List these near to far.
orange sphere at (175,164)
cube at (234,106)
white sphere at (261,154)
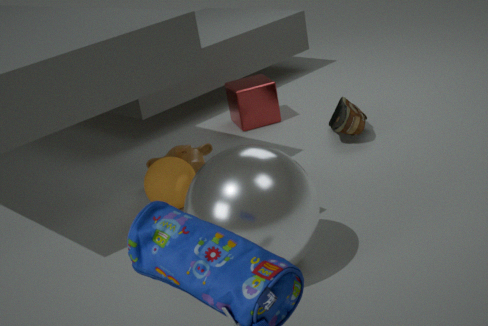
1. white sphere at (261,154)
2. orange sphere at (175,164)
3. cube at (234,106)
